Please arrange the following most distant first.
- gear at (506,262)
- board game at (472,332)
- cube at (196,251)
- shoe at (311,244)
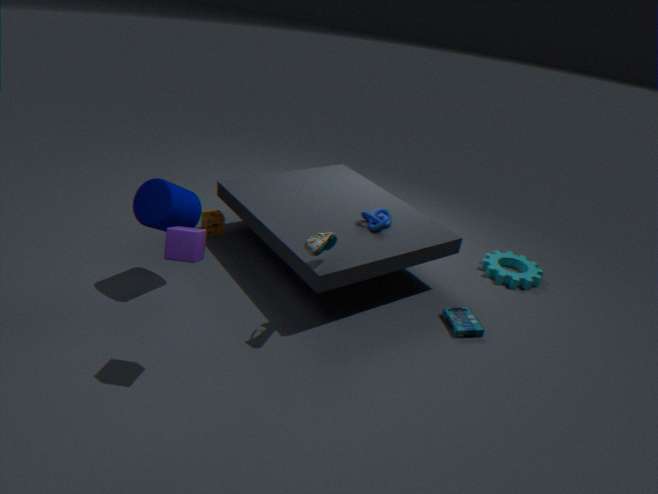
gear at (506,262) → board game at (472,332) → shoe at (311,244) → cube at (196,251)
